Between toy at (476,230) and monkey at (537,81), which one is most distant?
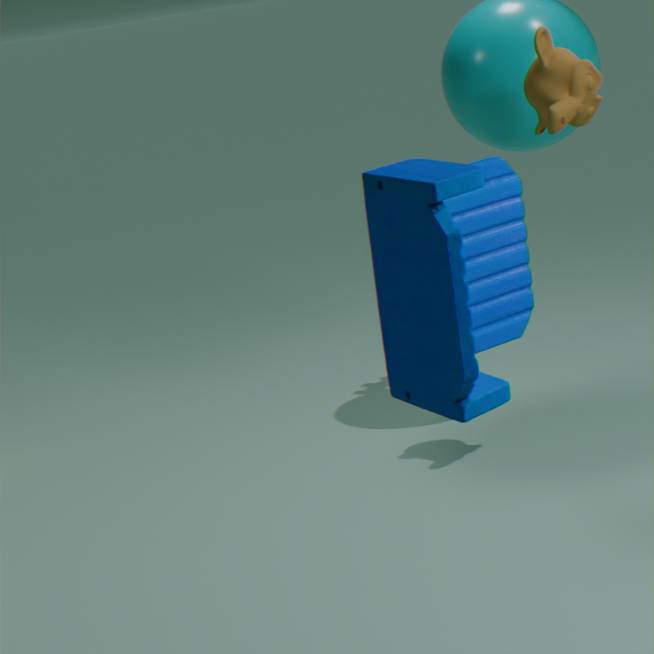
monkey at (537,81)
